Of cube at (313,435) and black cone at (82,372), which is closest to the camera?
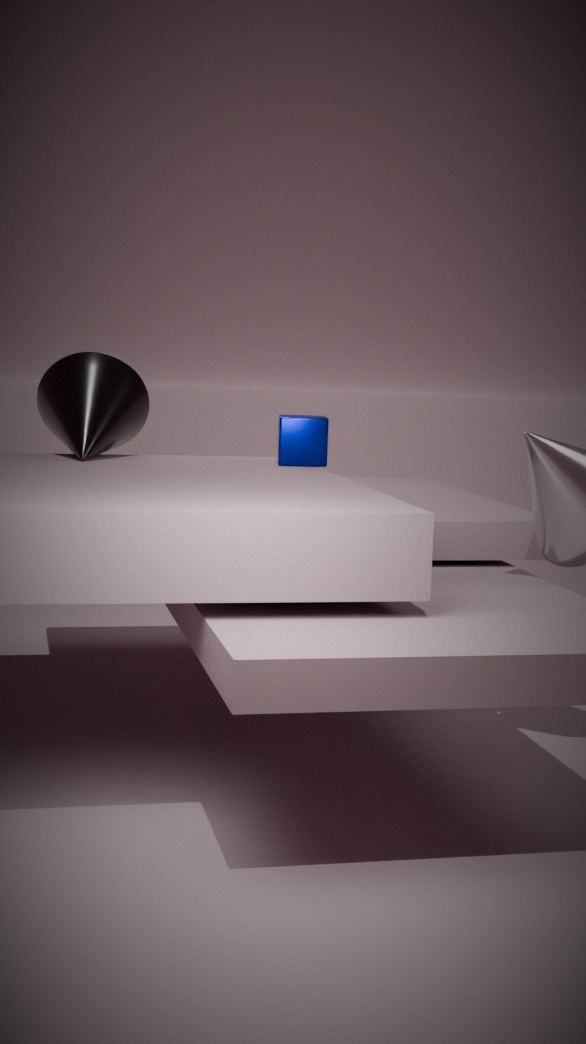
cube at (313,435)
